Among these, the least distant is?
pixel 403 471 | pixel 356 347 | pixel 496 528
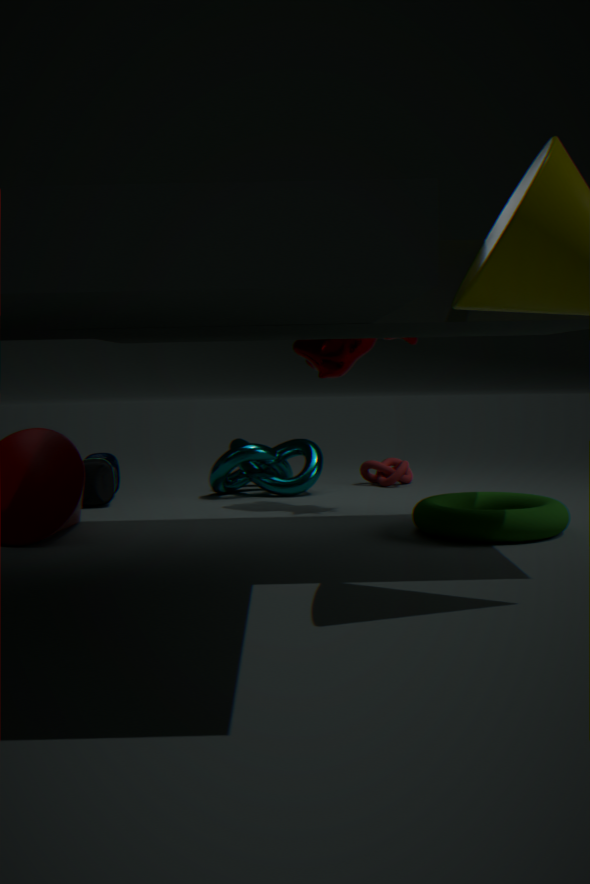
pixel 496 528
